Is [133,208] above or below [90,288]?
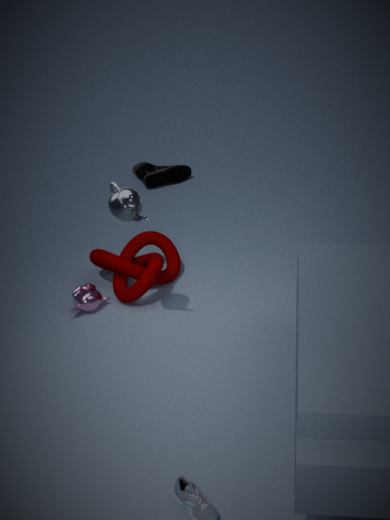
above
